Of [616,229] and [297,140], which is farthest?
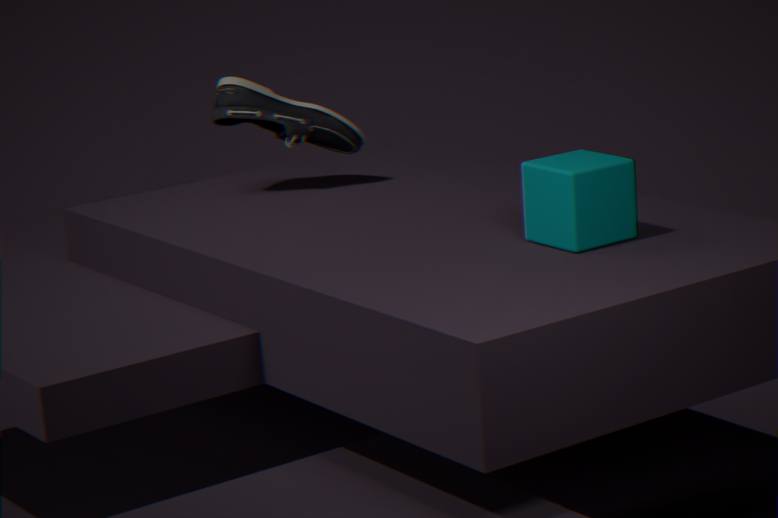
[297,140]
